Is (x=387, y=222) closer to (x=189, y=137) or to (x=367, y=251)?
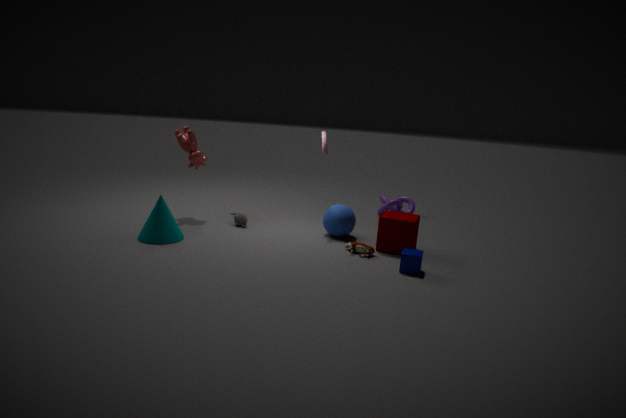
(x=367, y=251)
